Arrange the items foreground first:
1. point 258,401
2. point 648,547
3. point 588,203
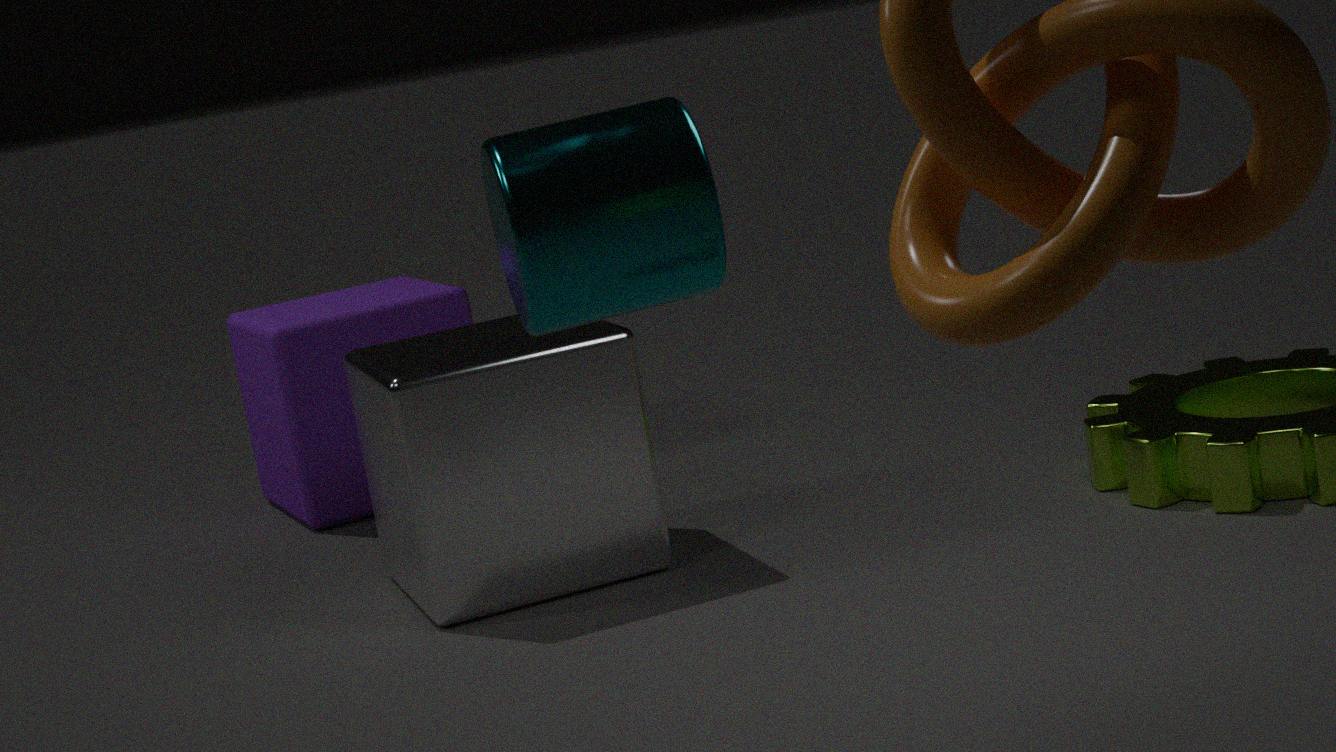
point 588,203, point 648,547, point 258,401
